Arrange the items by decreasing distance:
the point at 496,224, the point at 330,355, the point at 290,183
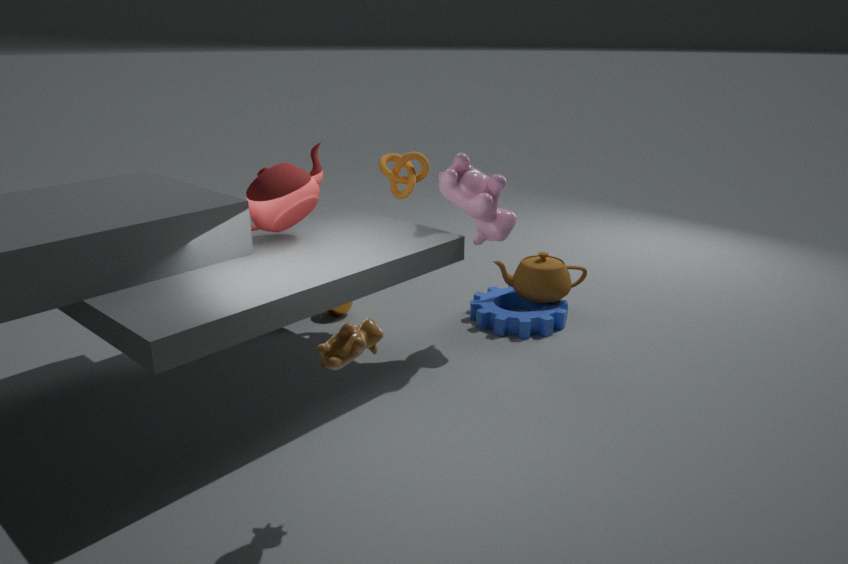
the point at 496,224 → the point at 290,183 → the point at 330,355
